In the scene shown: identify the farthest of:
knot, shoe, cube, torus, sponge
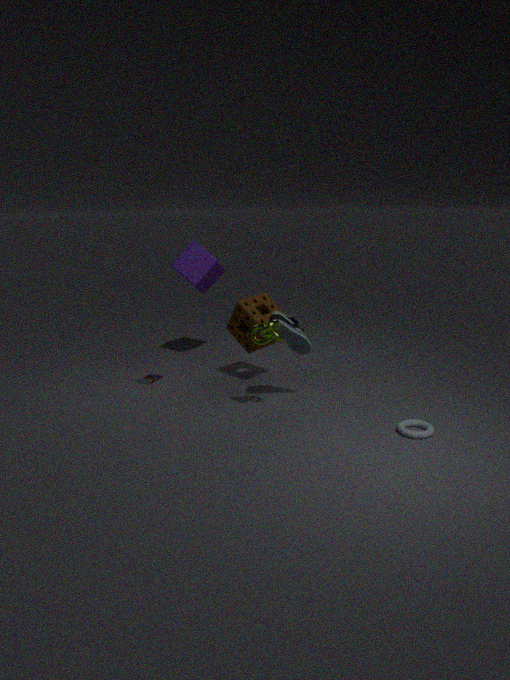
cube
